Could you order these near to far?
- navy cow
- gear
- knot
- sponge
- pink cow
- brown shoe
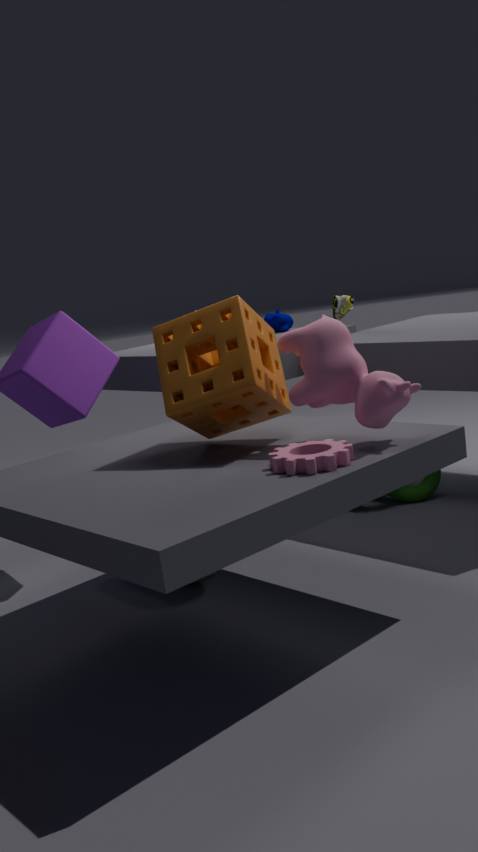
gear < pink cow < sponge < knot < brown shoe < navy cow
